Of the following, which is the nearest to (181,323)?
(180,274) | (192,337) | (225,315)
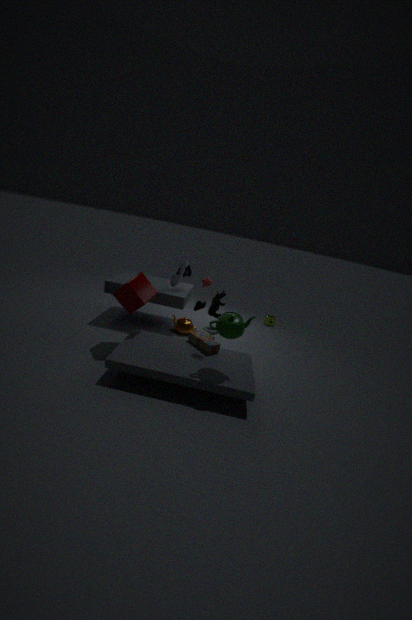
(180,274)
